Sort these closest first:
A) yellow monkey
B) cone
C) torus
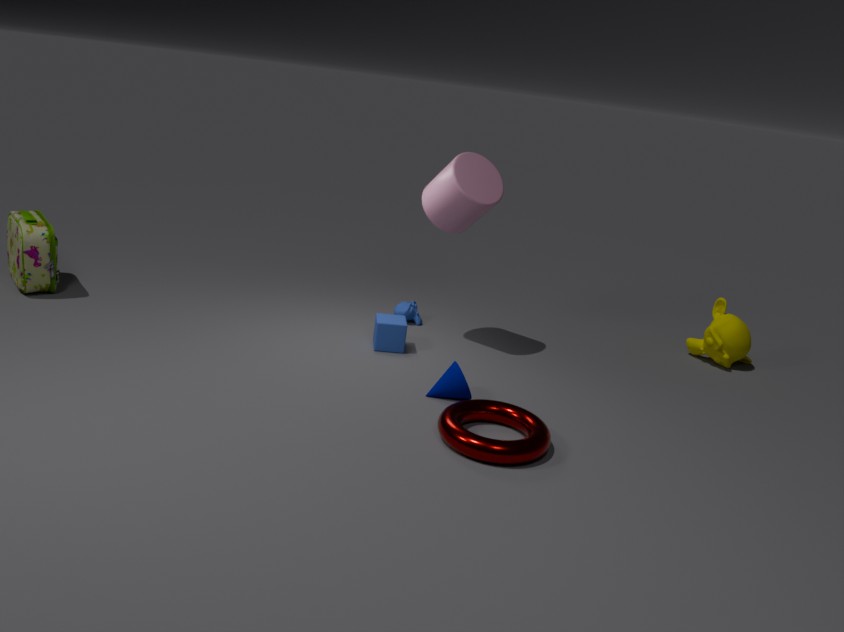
torus
cone
yellow monkey
